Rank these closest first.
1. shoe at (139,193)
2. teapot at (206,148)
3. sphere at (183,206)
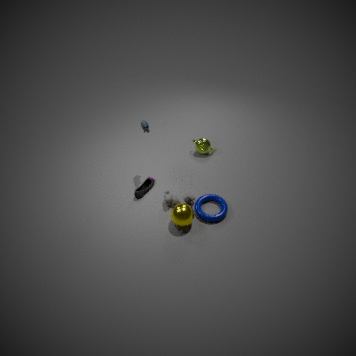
sphere at (183,206), shoe at (139,193), teapot at (206,148)
